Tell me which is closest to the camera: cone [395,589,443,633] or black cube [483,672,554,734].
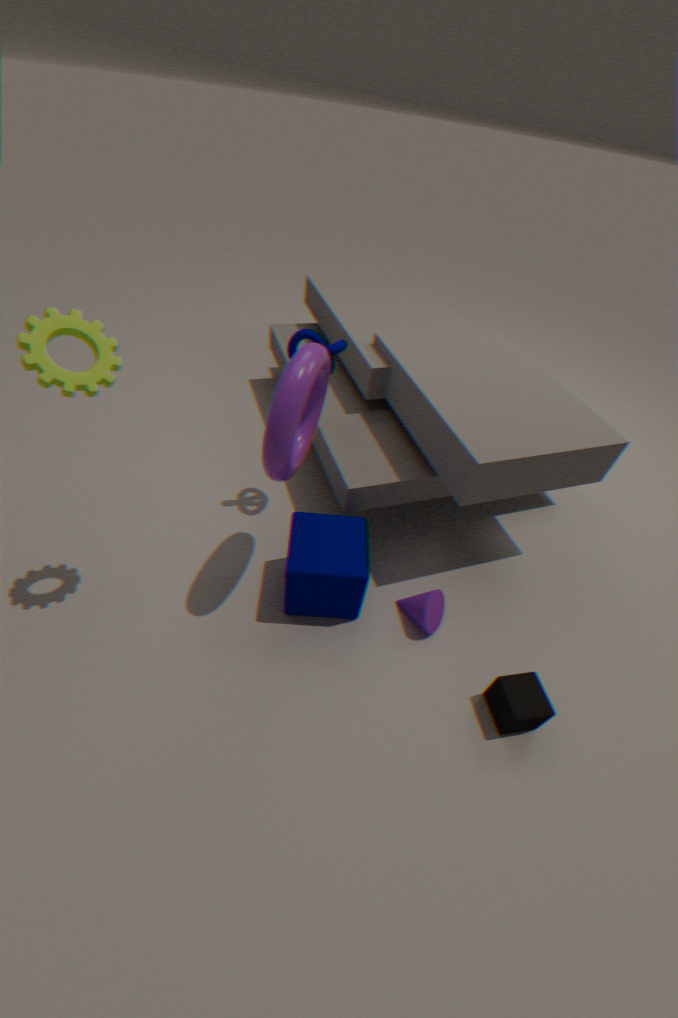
black cube [483,672,554,734]
